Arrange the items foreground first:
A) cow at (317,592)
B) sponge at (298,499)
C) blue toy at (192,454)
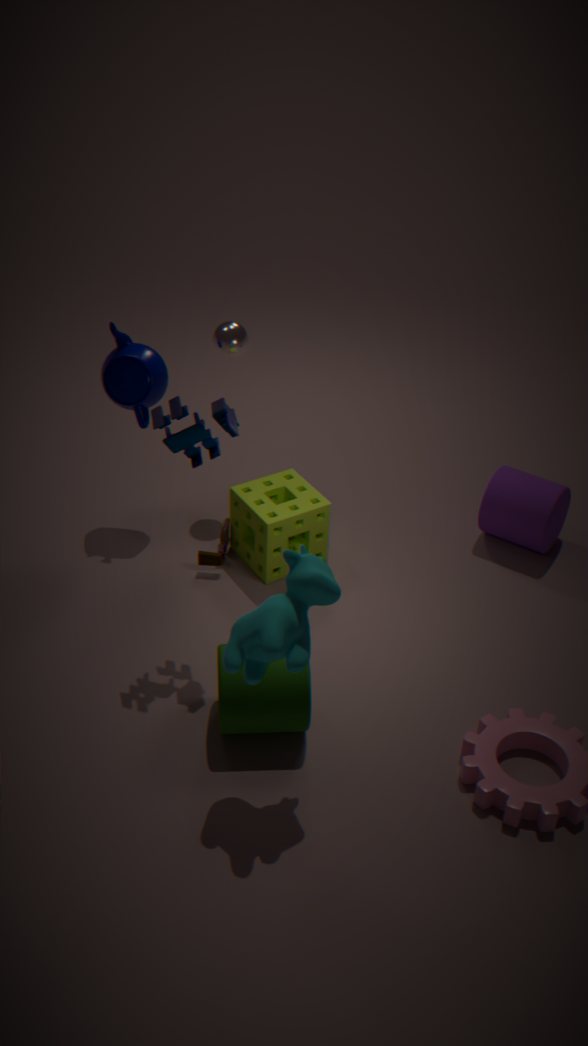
cow at (317,592), blue toy at (192,454), sponge at (298,499)
